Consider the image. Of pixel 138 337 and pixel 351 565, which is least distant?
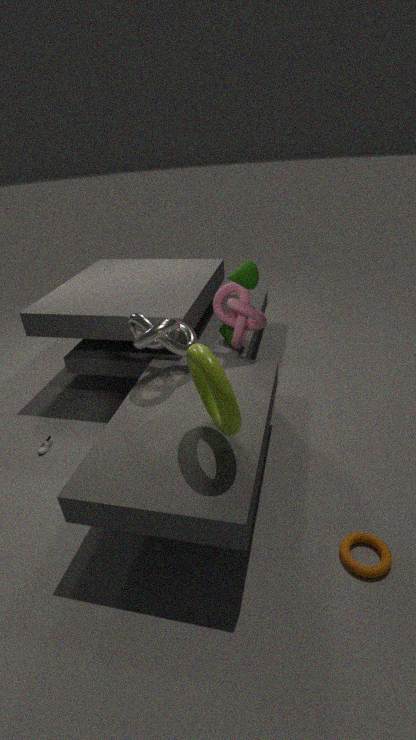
pixel 351 565
